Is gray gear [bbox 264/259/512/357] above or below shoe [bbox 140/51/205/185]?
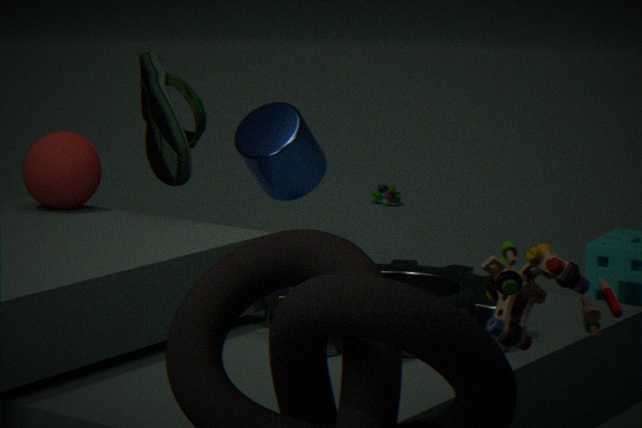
below
